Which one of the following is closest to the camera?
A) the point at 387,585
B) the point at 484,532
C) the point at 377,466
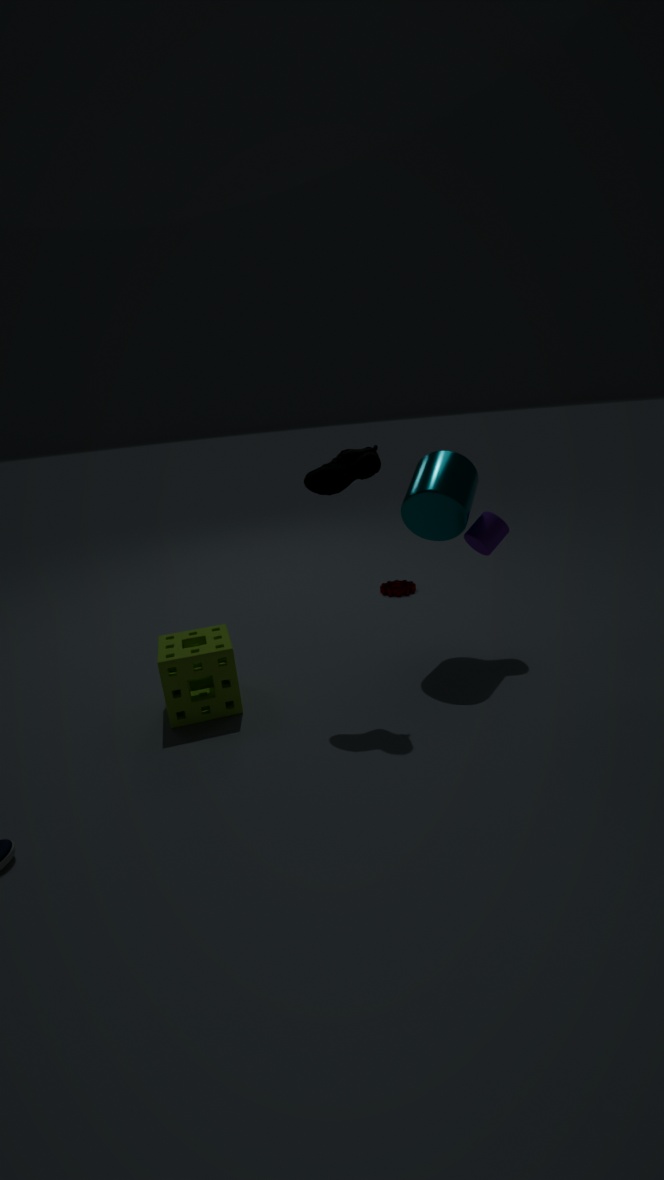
the point at 377,466
